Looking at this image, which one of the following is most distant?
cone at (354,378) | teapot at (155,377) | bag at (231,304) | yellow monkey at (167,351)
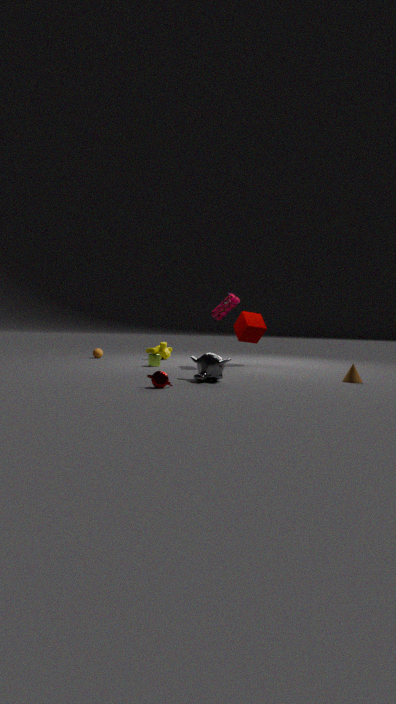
yellow monkey at (167,351)
